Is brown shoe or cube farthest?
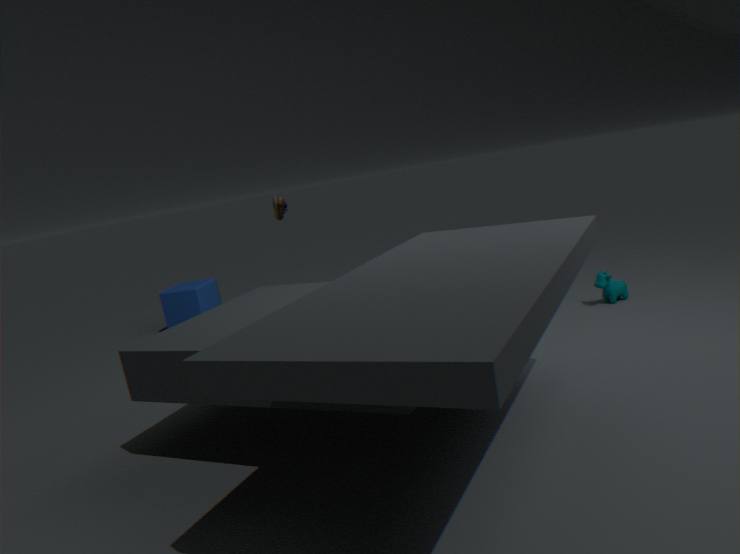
cube
